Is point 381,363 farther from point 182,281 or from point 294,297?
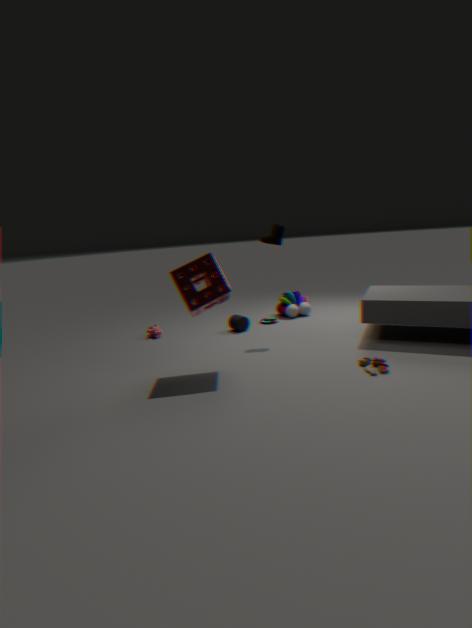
point 294,297
